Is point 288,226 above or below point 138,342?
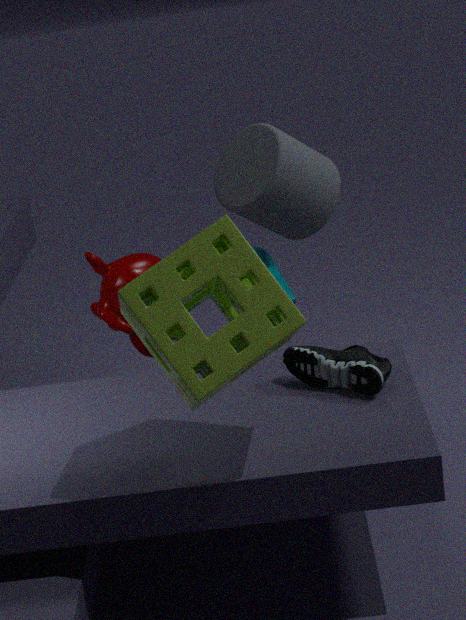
above
